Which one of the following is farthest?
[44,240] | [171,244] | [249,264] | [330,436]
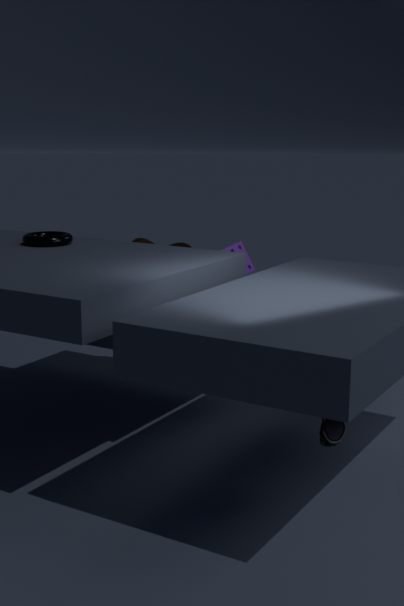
[171,244]
